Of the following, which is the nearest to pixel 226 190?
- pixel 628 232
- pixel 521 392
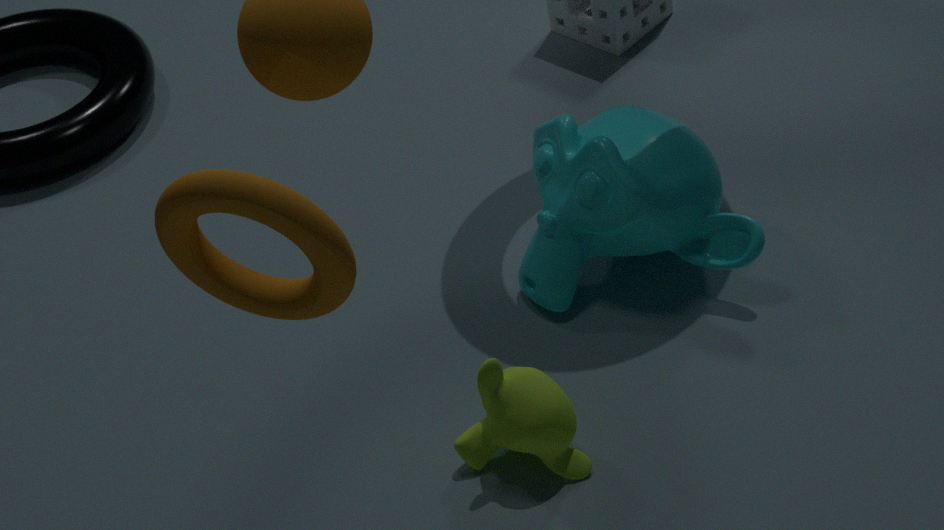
pixel 521 392
